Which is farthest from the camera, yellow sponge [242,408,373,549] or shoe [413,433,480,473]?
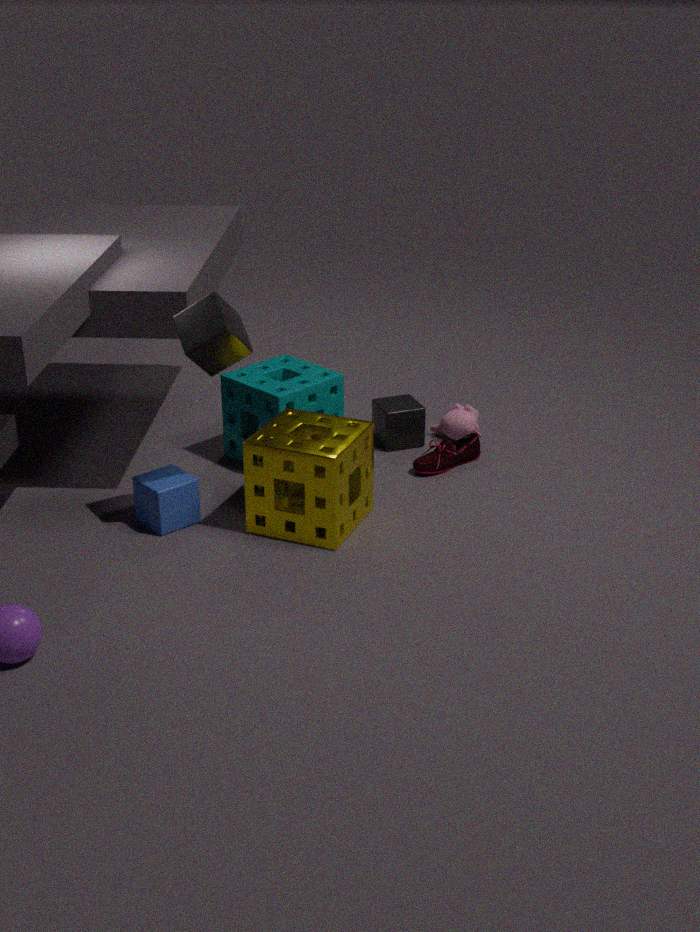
shoe [413,433,480,473]
